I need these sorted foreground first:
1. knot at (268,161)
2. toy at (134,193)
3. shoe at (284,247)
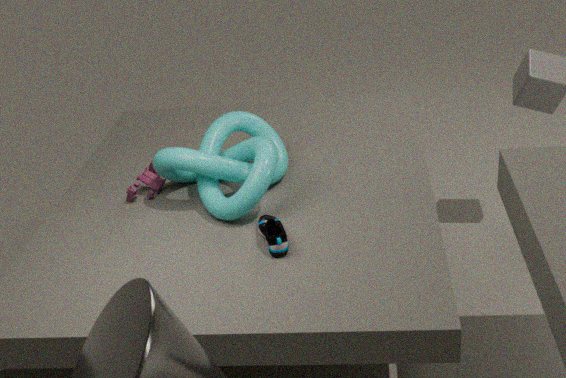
shoe at (284,247), knot at (268,161), toy at (134,193)
